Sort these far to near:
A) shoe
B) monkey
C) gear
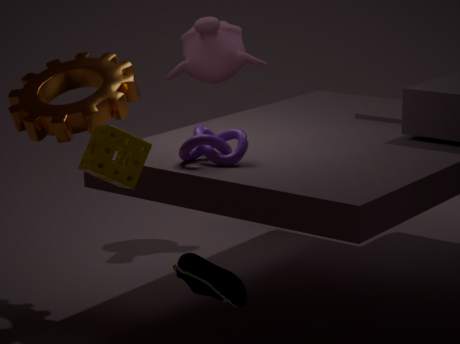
monkey → gear → shoe
